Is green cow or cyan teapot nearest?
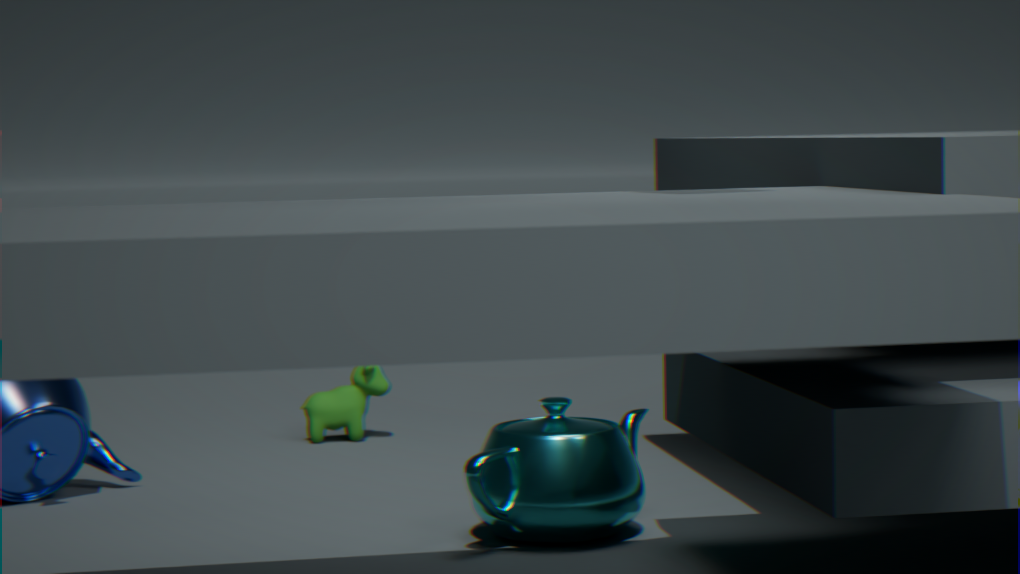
cyan teapot
